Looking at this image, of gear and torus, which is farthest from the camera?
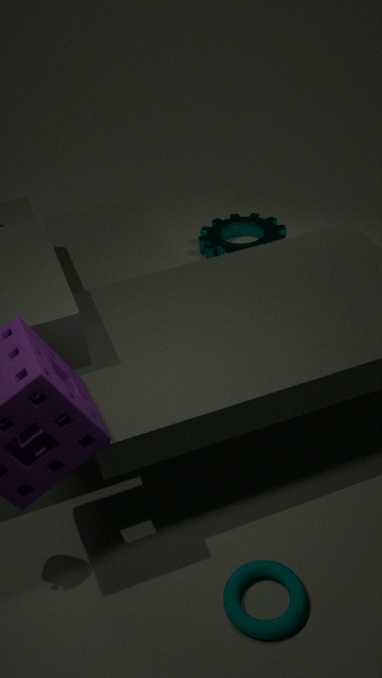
gear
